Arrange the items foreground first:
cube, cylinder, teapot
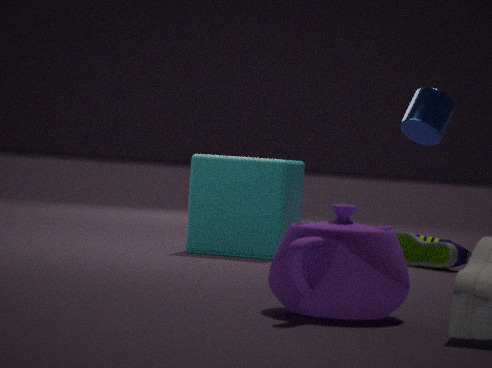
1. teapot
2. cube
3. cylinder
